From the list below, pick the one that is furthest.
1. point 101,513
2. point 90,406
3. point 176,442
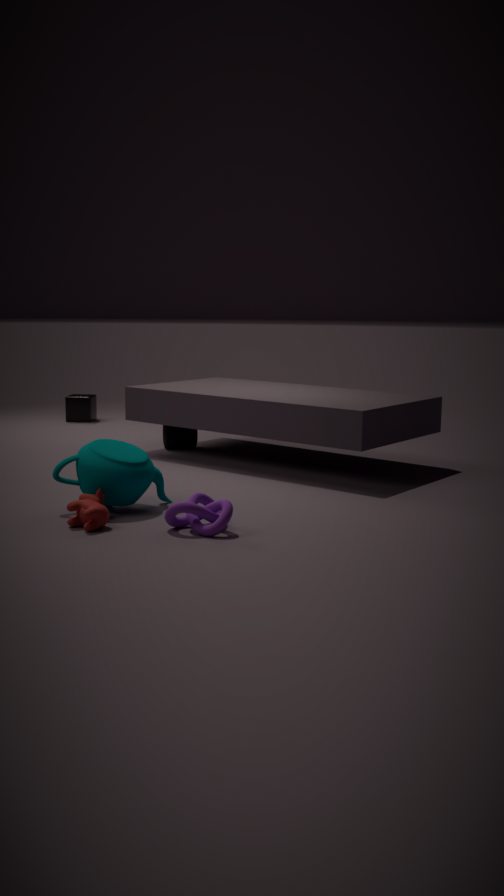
point 90,406
